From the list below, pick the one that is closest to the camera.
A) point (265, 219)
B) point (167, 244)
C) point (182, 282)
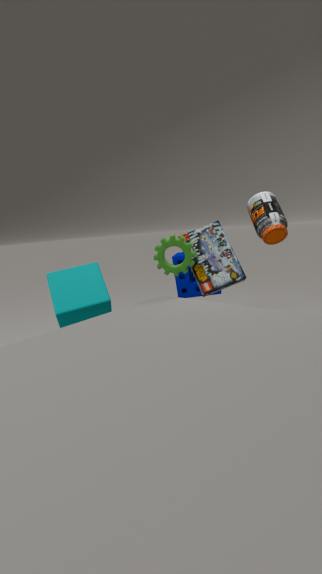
point (167, 244)
